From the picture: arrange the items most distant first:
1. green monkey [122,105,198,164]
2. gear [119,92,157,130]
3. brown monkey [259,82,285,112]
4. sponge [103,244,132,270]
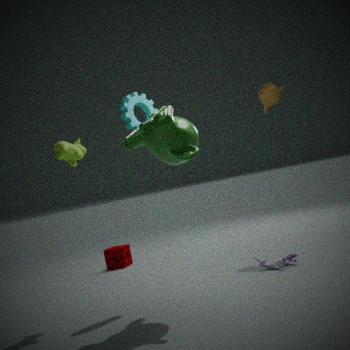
sponge [103,244,132,270], brown monkey [259,82,285,112], gear [119,92,157,130], green monkey [122,105,198,164]
